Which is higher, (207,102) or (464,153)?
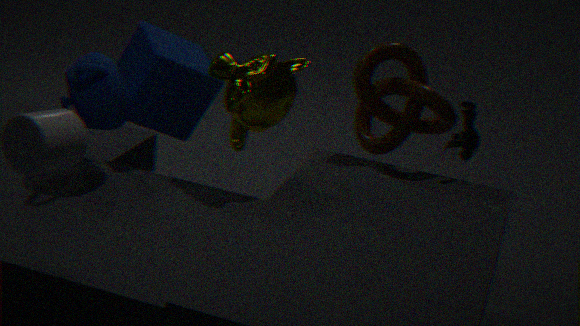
(207,102)
